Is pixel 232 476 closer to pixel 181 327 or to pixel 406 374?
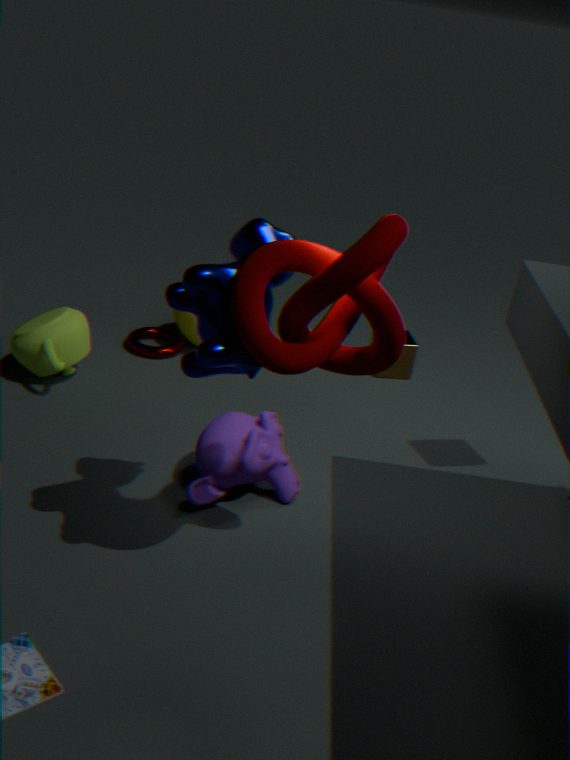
pixel 181 327
